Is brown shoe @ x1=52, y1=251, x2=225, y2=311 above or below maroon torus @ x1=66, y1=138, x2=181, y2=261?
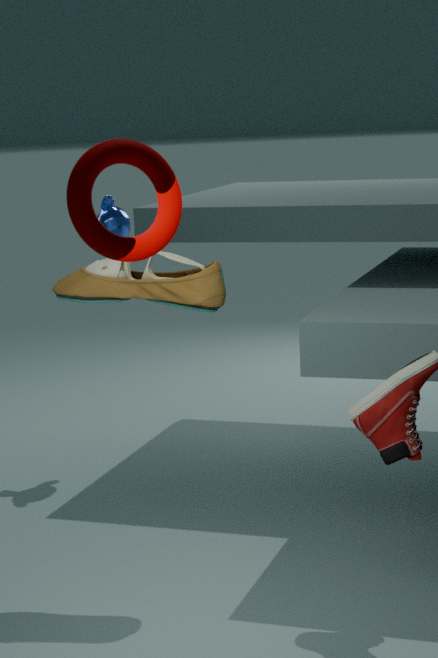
below
